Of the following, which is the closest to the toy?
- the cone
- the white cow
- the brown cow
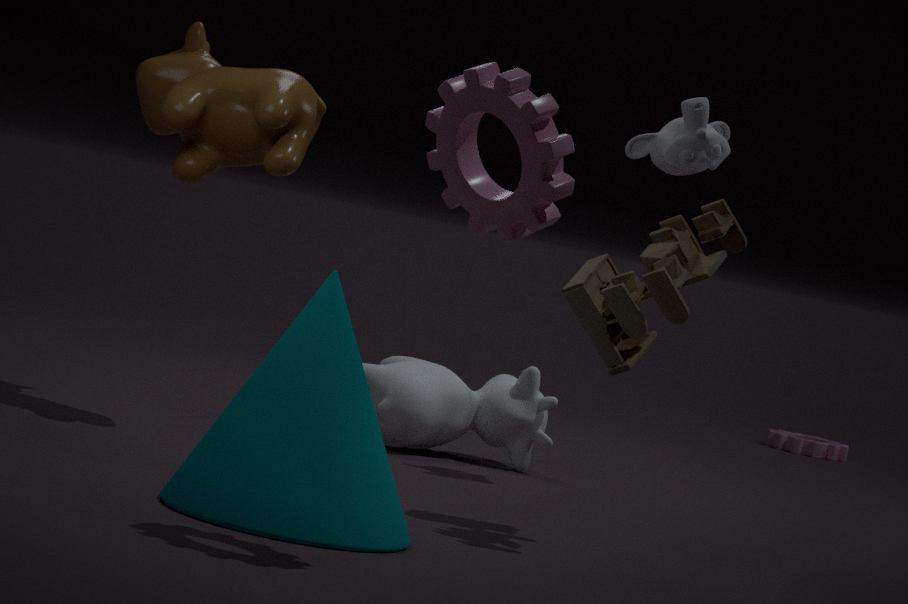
the cone
